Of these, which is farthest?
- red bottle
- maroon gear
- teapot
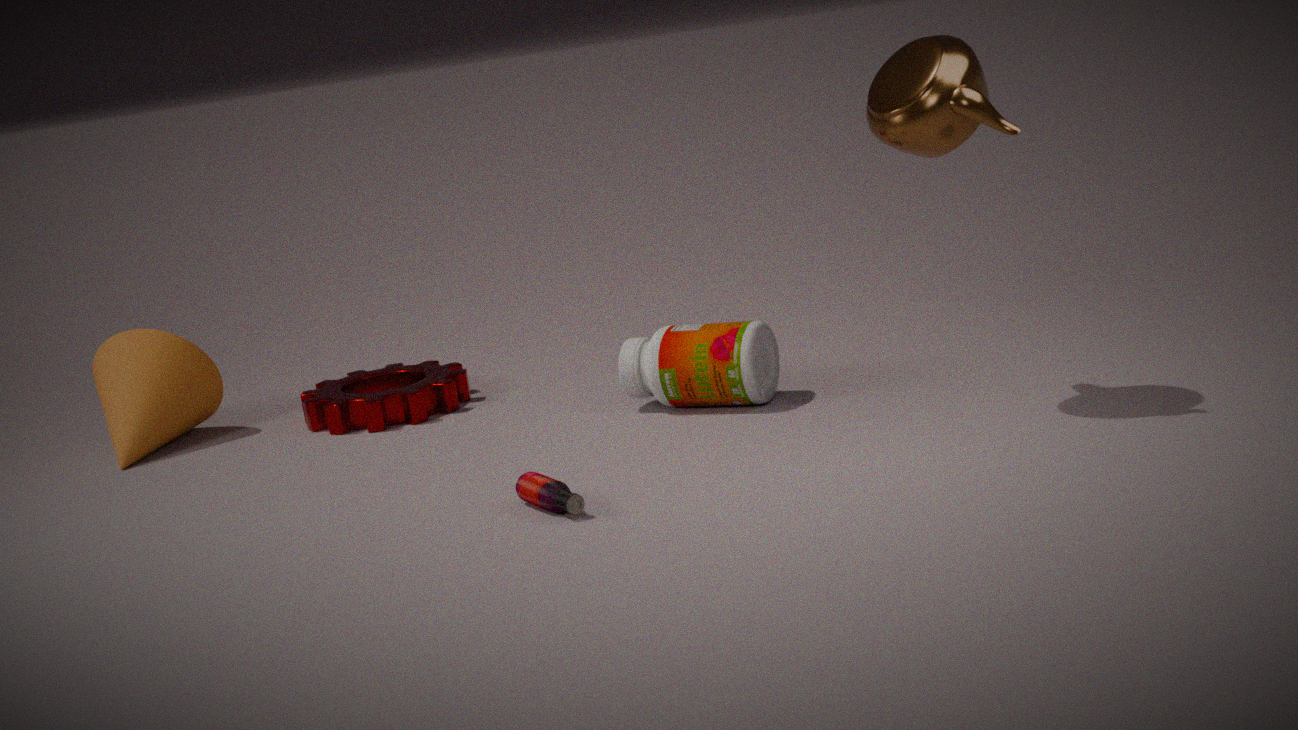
maroon gear
